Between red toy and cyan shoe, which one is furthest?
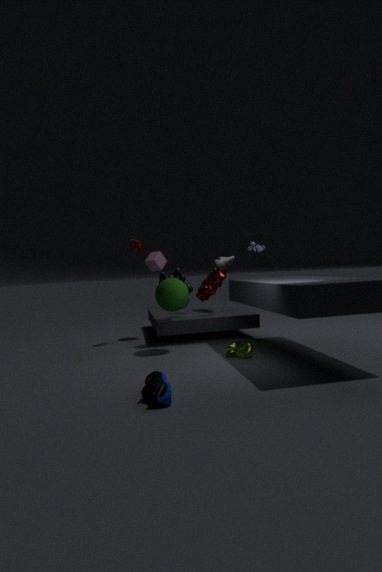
red toy
